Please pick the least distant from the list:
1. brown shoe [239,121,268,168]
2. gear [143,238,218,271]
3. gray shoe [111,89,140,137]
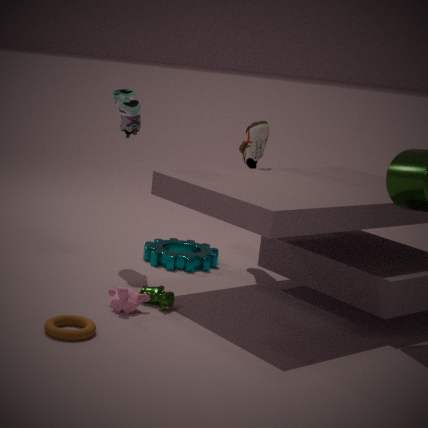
gray shoe [111,89,140,137]
